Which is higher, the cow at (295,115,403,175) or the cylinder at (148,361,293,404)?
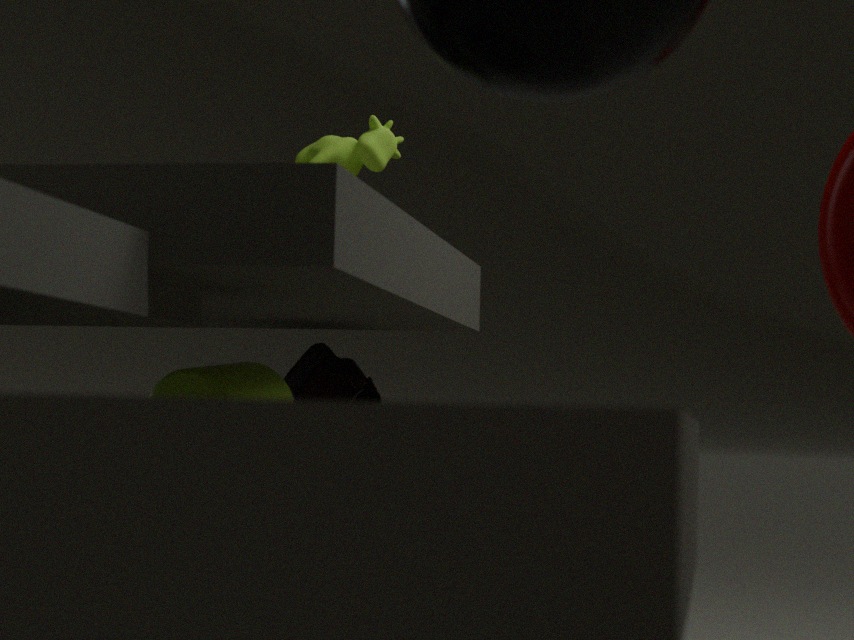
the cow at (295,115,403,175)
